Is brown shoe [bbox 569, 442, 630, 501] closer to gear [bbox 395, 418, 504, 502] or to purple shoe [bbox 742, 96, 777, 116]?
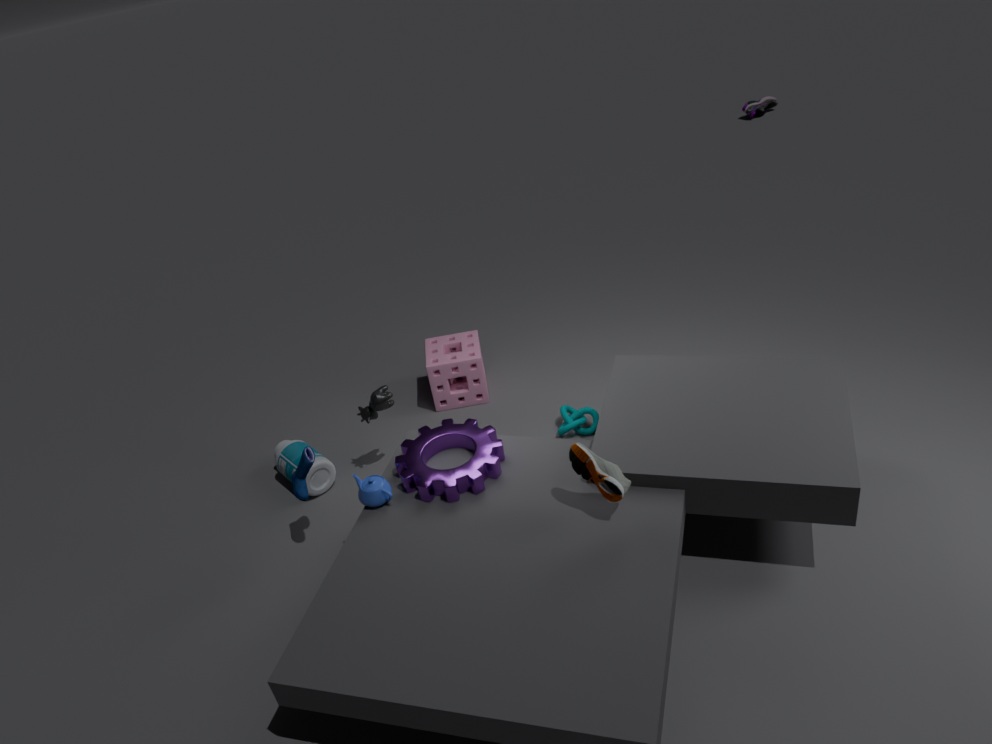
gear [bbox 395, 418, 504, 502]
